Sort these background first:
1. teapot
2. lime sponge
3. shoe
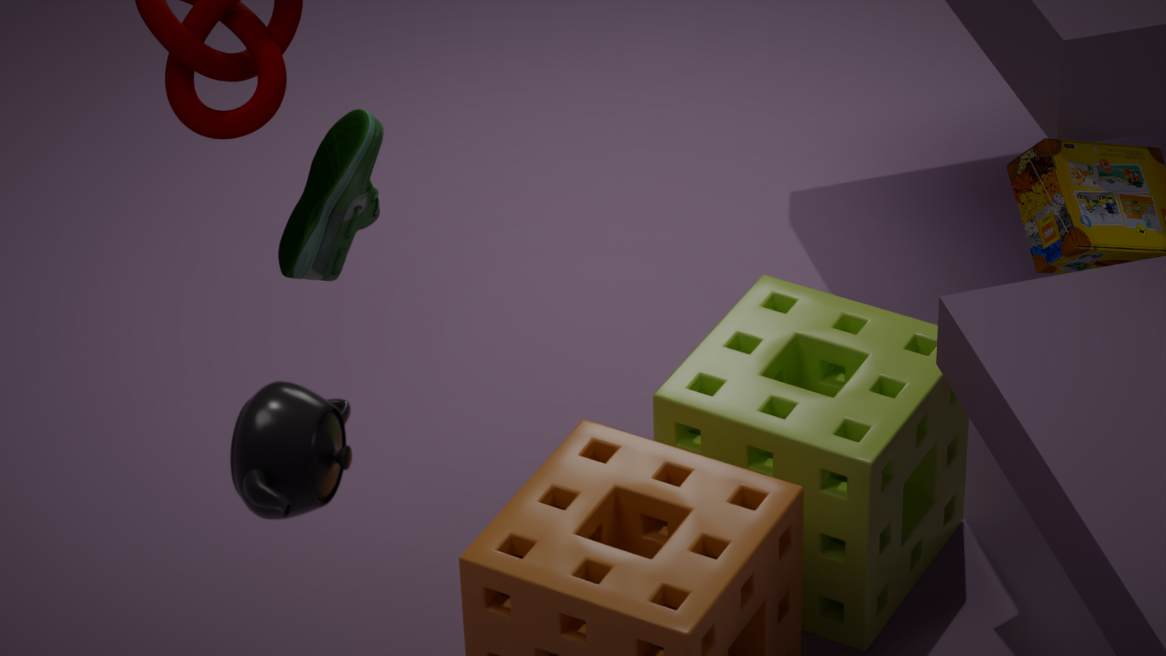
lime sponge, shoe, teapot
